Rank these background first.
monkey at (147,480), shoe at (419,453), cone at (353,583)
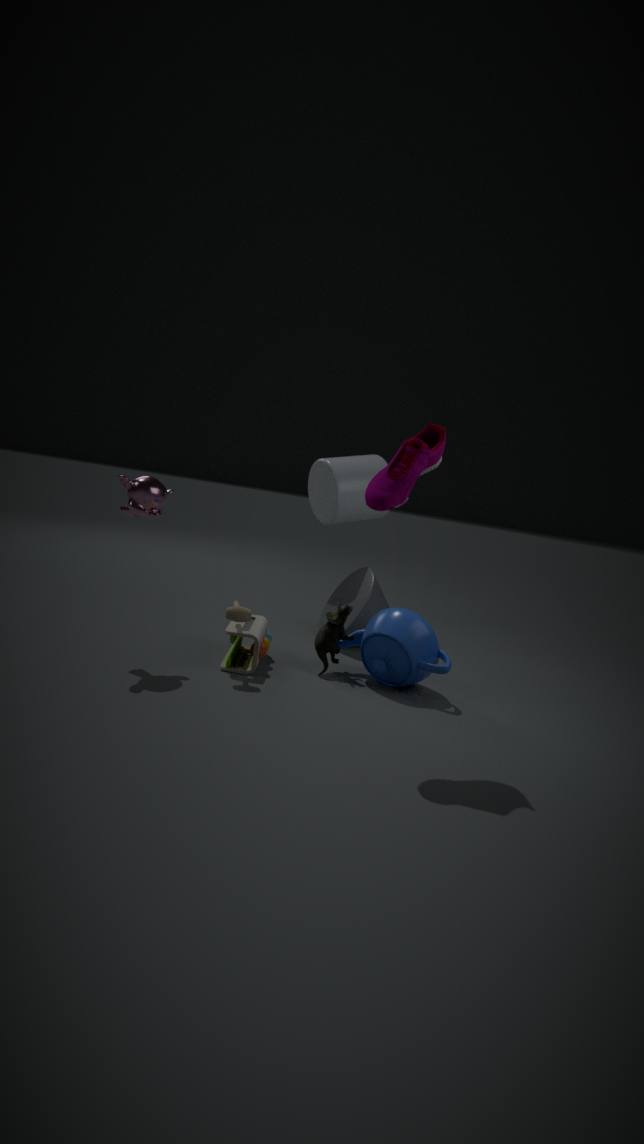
cone at (353,583) < monkey at (147,480) < shoe at (419,453)
